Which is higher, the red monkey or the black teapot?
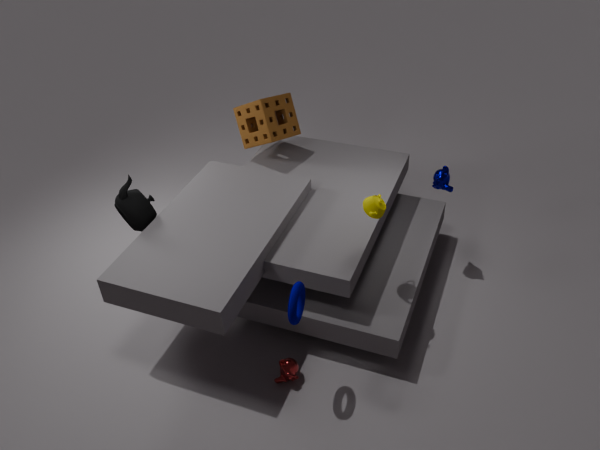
the black teapot
